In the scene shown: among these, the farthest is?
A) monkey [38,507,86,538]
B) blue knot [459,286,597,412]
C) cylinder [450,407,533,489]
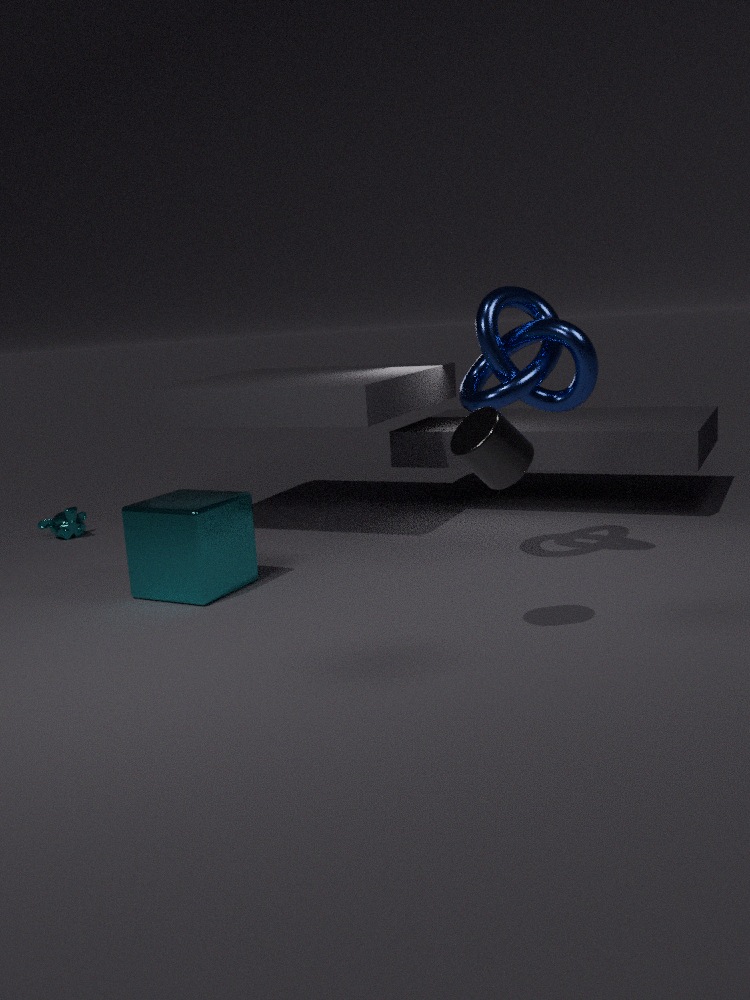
monkey [38,507,86,538]
